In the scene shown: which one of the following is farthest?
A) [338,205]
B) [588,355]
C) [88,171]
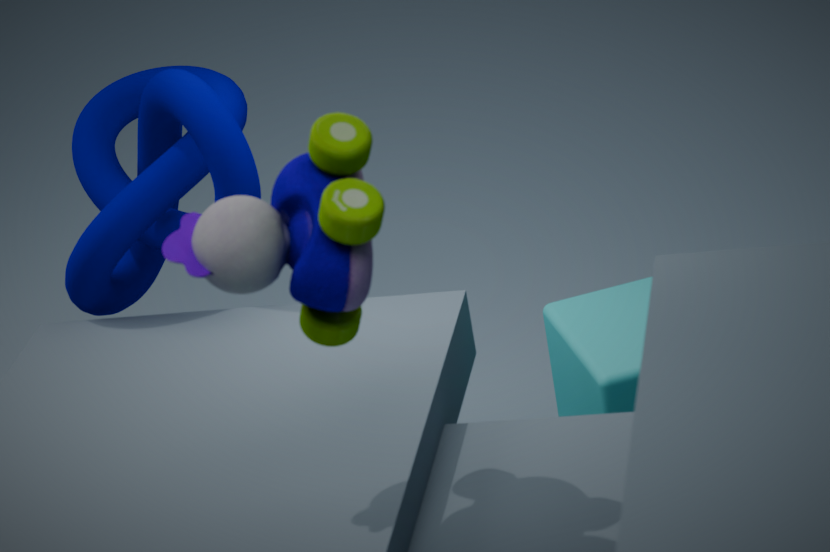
[88,171]
